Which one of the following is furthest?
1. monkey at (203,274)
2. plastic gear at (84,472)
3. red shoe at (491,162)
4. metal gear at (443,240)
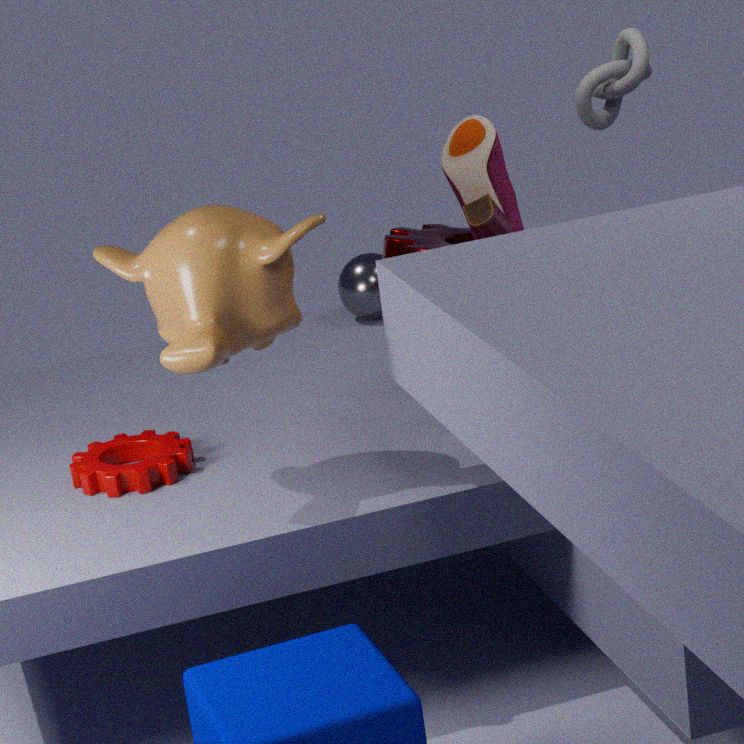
red shoe at (491,162)
